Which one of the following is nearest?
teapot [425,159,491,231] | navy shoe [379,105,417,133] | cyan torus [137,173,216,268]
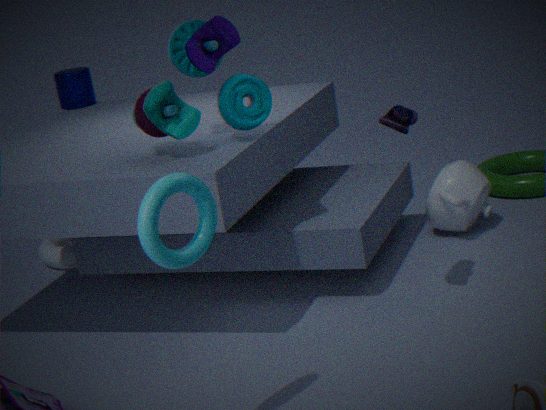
cyan torus [137,173,216,268]
